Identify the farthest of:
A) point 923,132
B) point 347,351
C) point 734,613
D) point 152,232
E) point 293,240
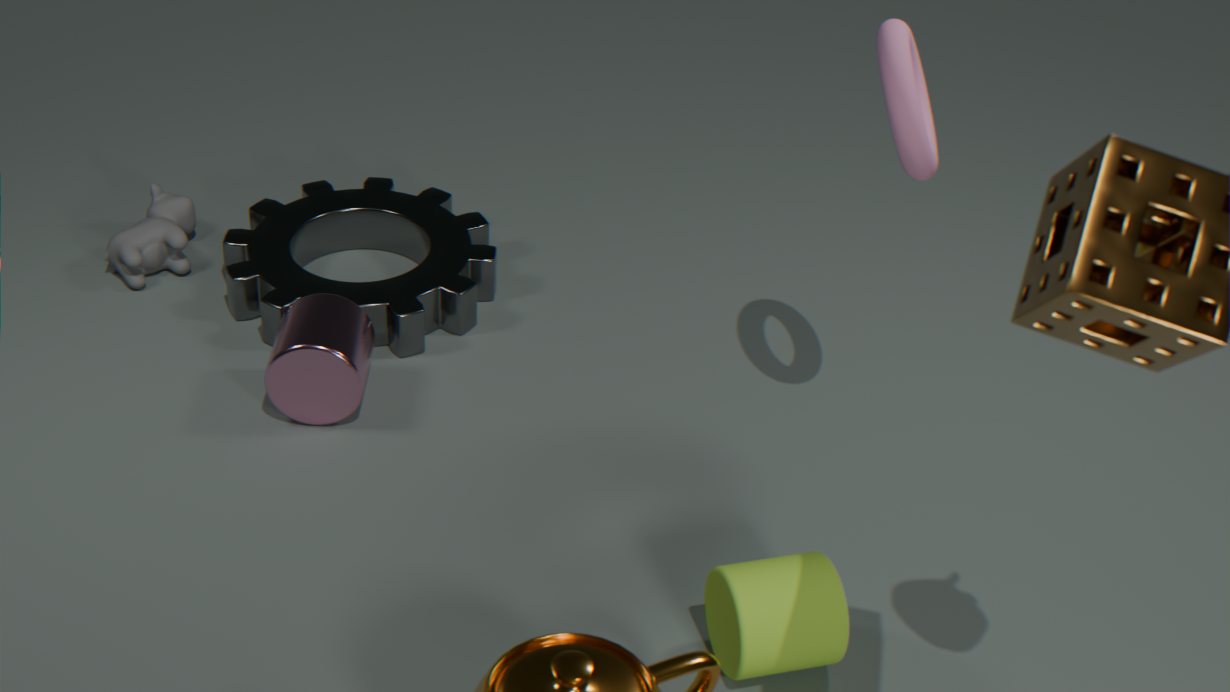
point 293,240
